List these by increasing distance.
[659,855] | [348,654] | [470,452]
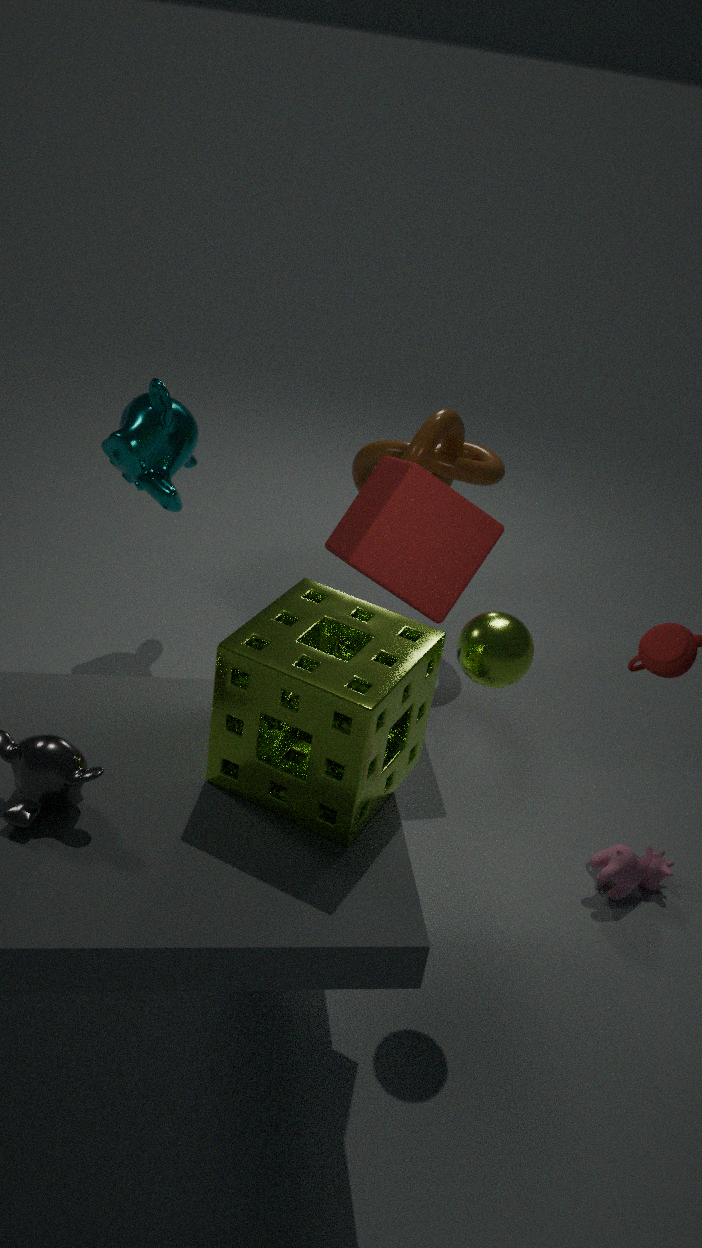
1. [348,654]
2. [659,855]
3. [470,452]
